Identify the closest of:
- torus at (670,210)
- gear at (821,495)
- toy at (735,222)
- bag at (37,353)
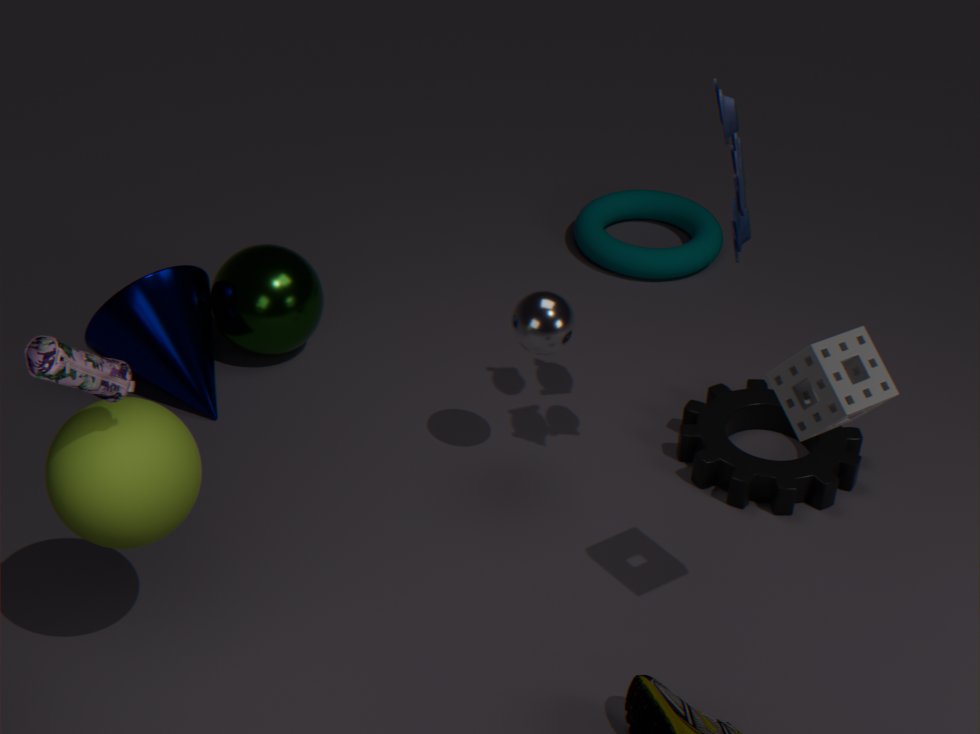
bag at (37,353)
